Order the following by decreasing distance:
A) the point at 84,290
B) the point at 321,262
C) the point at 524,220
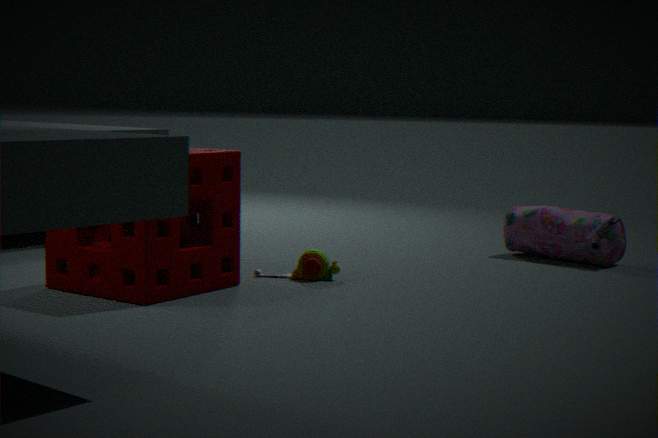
the point at 524,220 → the point at 321,262 → the point at 84,290
